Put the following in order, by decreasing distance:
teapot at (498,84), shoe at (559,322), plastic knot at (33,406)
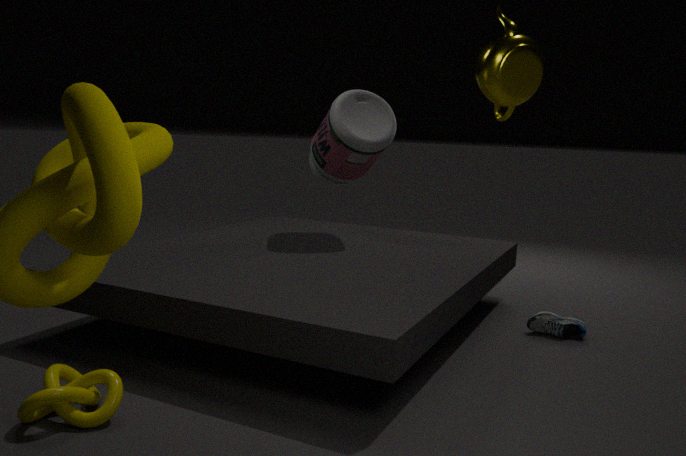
shoe at (559,322) < plastic knot at (33,406) < teapot at (498,84)
